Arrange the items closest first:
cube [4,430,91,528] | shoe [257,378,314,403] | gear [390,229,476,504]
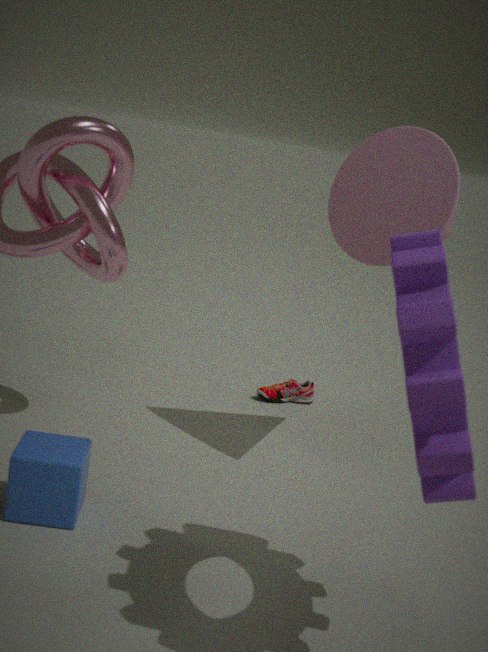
gear [390,229,476,504]
cube [4,430,91,528]
shoe [257,378,314,403]
